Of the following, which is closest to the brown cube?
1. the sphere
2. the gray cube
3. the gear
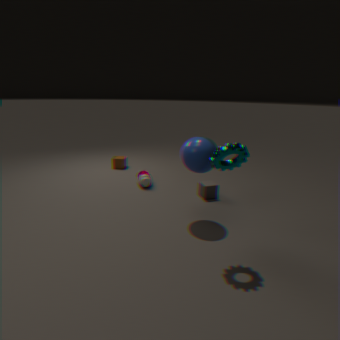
the gray cube
